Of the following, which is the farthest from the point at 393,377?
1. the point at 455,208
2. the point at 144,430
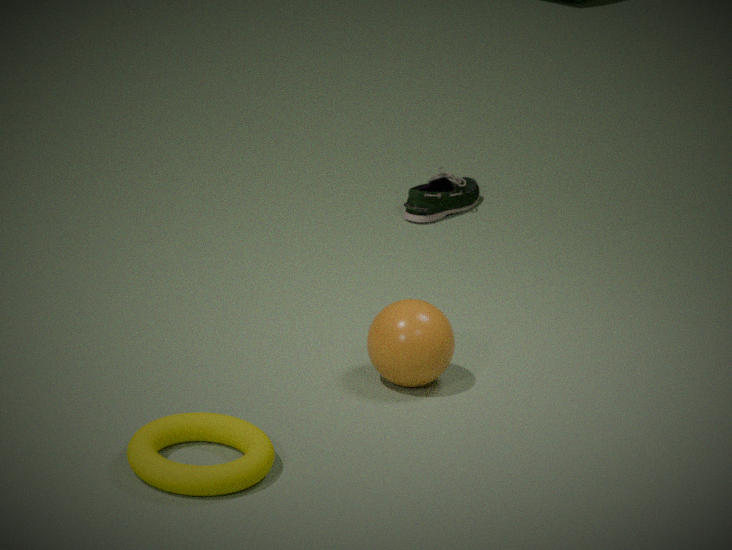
the point at 455,208
